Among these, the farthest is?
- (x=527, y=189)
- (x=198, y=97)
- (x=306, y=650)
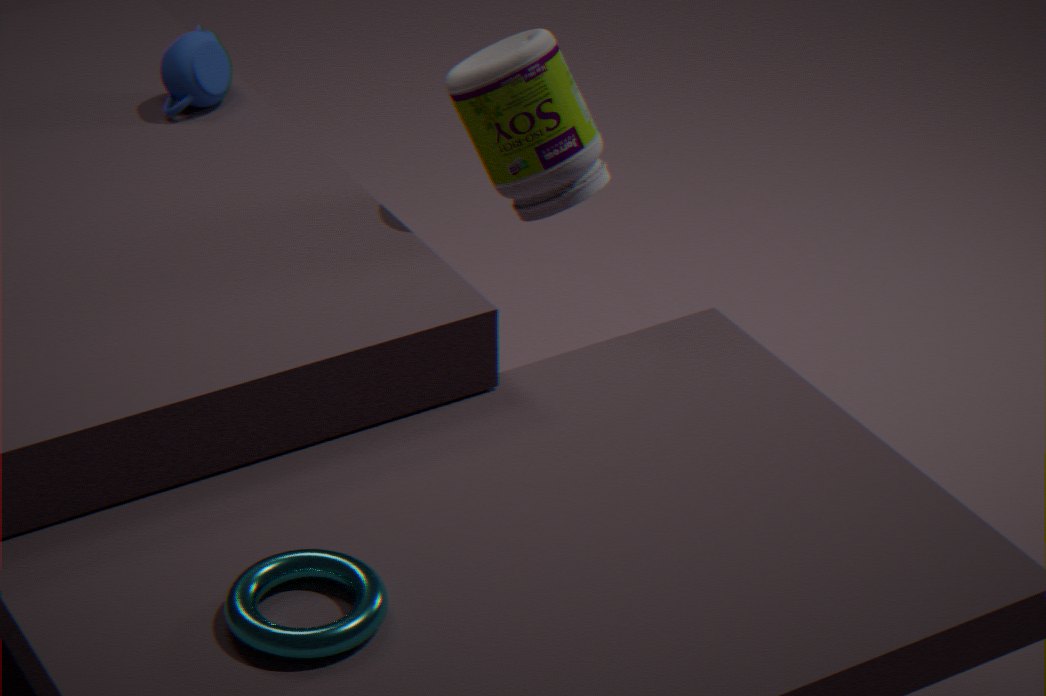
(x=198, y=97)
